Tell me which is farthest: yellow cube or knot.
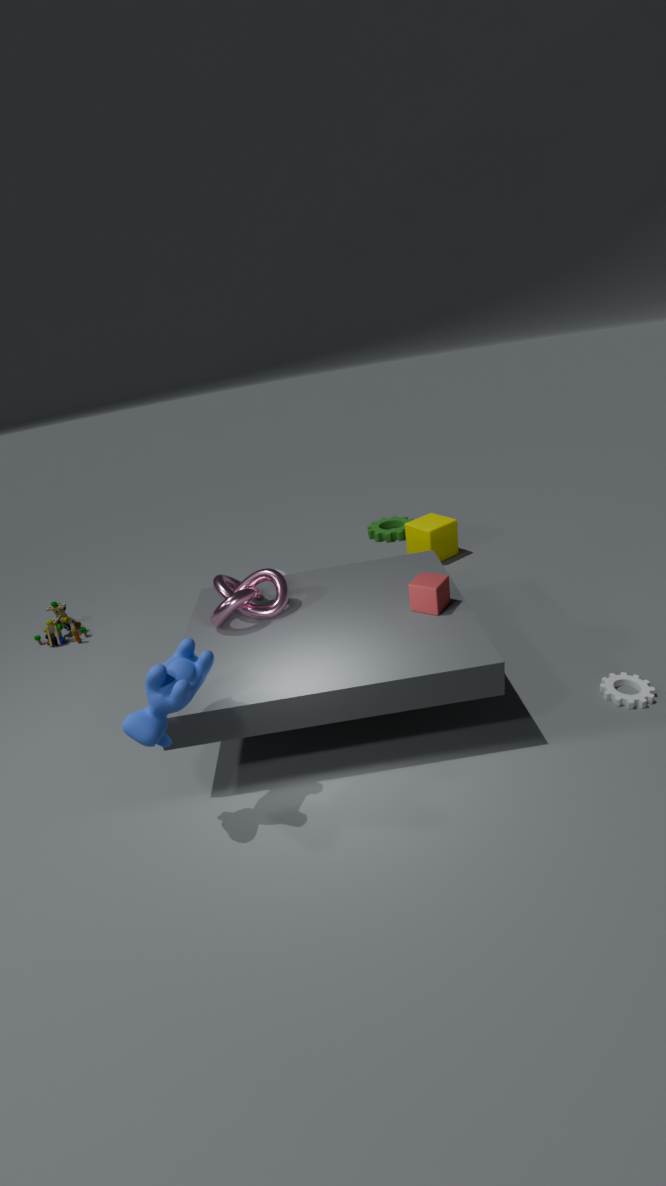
yellow cube
